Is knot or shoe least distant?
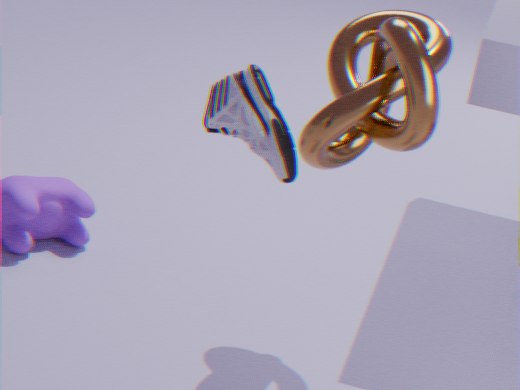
shoe
